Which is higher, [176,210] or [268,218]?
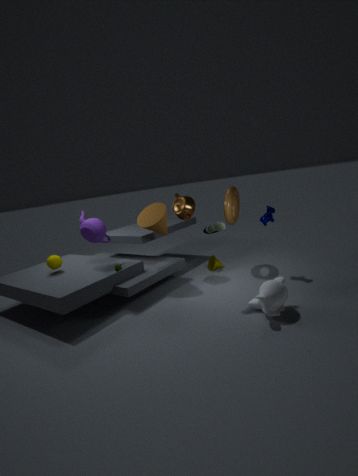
[176,210]
